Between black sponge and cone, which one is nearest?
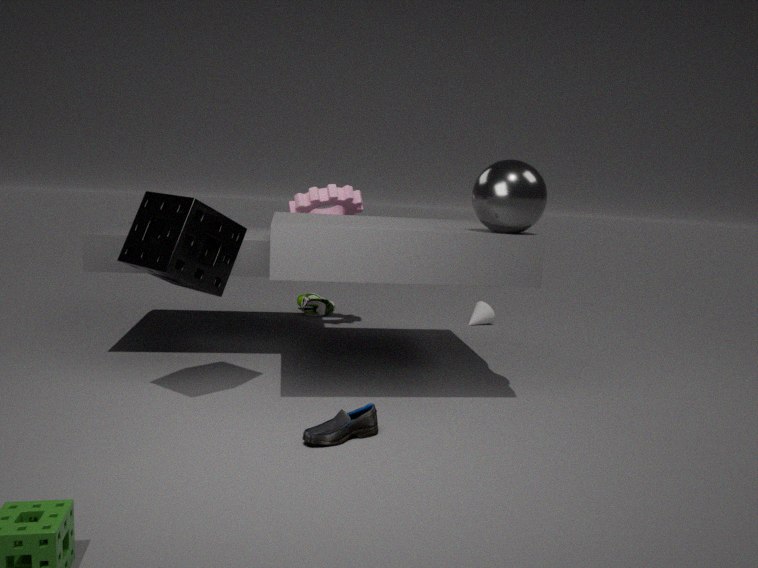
black sponge
